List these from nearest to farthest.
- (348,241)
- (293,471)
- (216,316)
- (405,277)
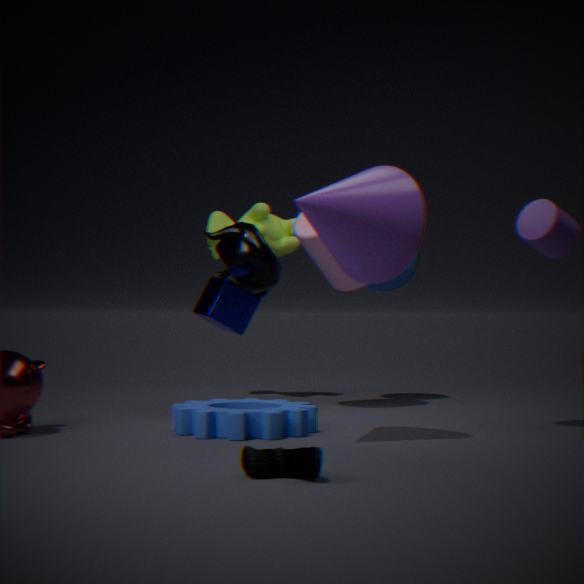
(293,471), (348,241), (216,316), (405,277)
